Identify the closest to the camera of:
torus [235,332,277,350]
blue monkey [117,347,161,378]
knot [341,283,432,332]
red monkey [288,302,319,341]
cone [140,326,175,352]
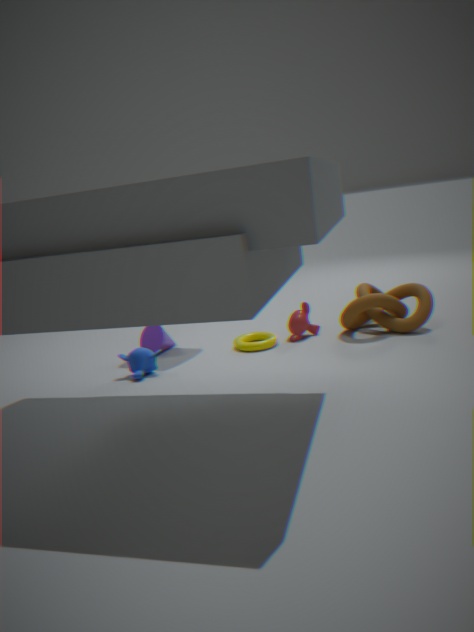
blue monkey [117,347,161,378]
